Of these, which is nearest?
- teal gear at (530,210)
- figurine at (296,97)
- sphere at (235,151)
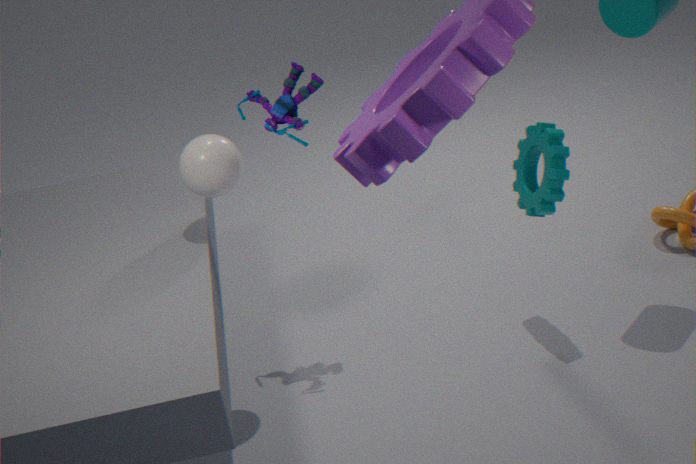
sphere at (235,151)
